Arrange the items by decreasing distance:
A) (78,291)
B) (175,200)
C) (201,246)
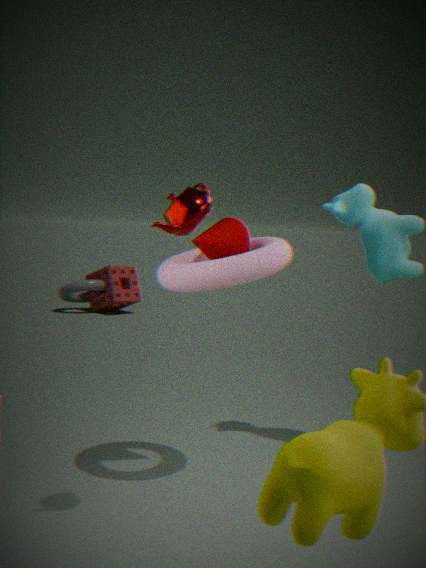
(78,291), (201,246), (175,200)
